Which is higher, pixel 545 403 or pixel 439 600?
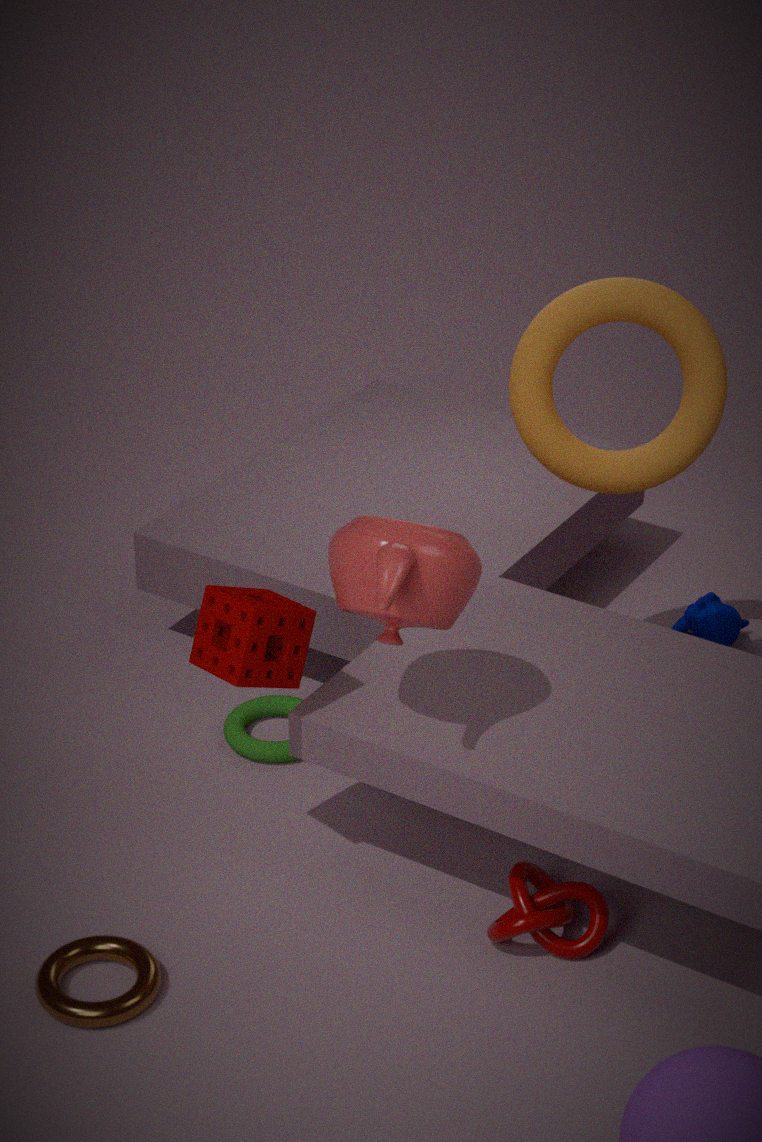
pixel 545 403
